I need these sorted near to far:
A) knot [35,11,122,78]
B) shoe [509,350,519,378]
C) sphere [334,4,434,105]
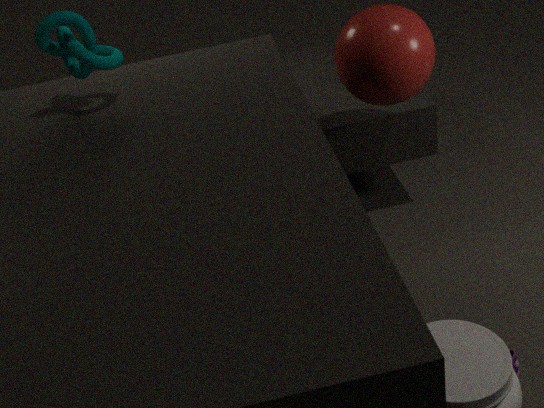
knot [35,11,122,78] → shoe [509,350,519,378] → sphere [334,4,434,105]
